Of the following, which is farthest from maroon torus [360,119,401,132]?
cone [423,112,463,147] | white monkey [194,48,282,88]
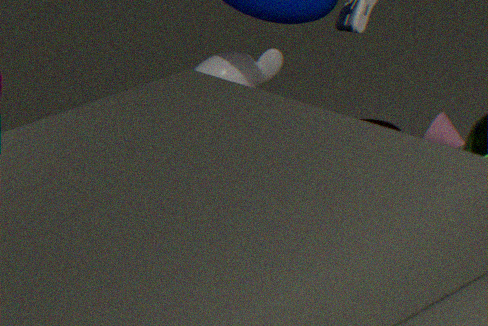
white monkey [194,48,282,88]
